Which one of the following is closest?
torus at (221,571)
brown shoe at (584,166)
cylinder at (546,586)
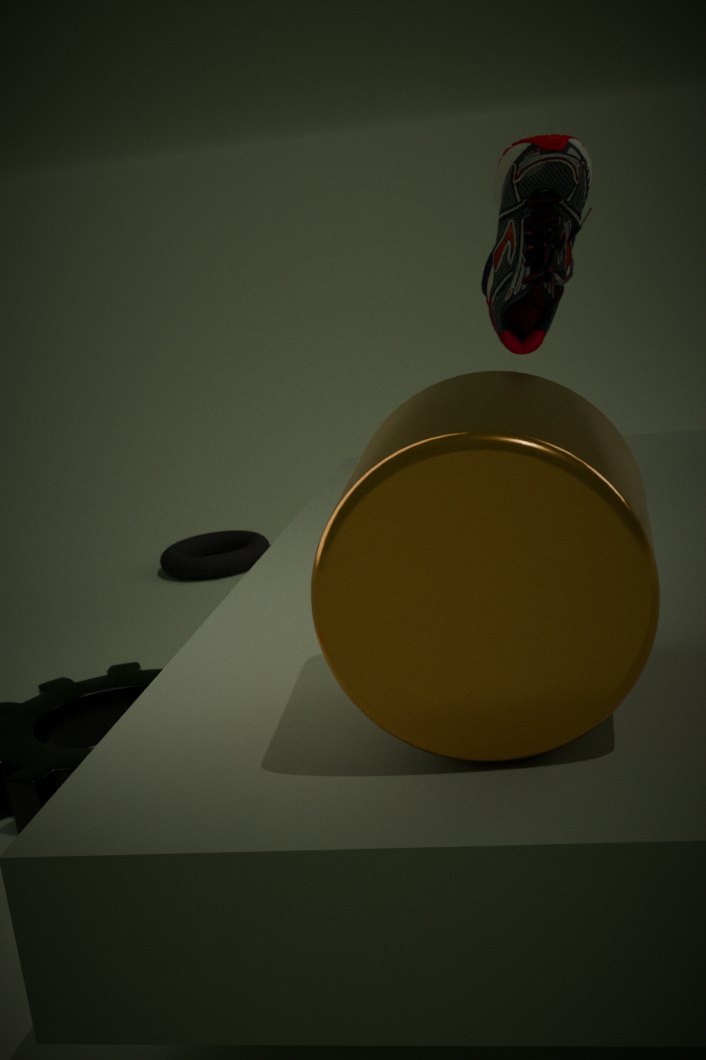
cylinder at (546,586)
